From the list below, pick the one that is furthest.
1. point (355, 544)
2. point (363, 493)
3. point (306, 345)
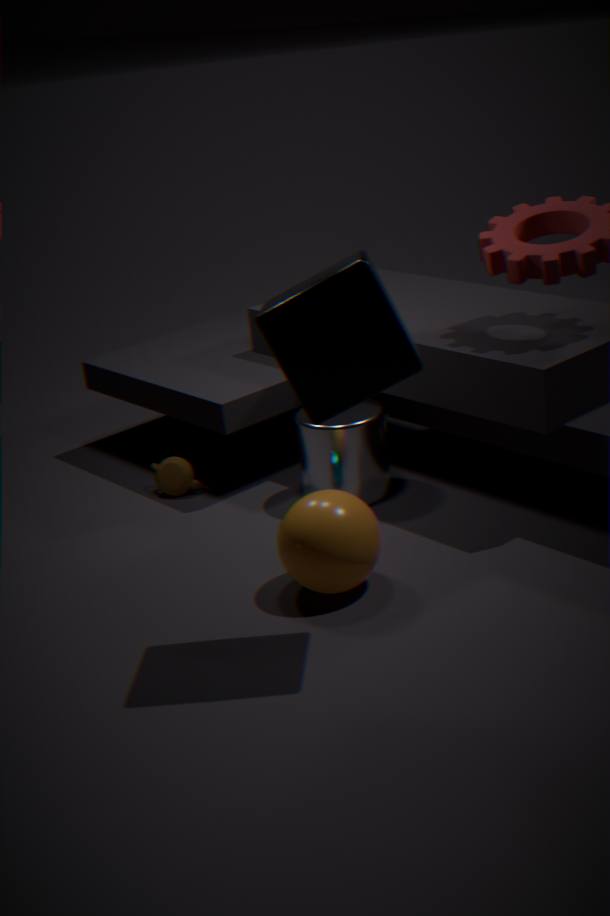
point (363, 493)
